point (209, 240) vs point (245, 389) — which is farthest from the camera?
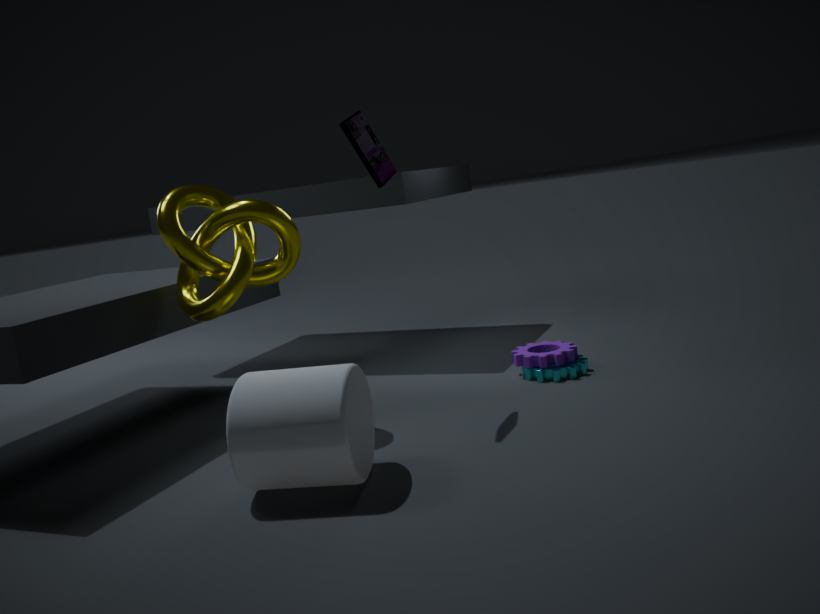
point (209, 240)
